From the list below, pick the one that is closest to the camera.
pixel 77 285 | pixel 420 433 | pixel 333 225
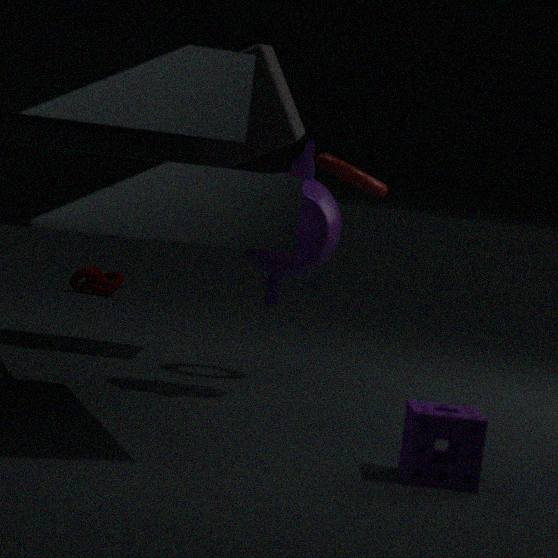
pixel 420 433
